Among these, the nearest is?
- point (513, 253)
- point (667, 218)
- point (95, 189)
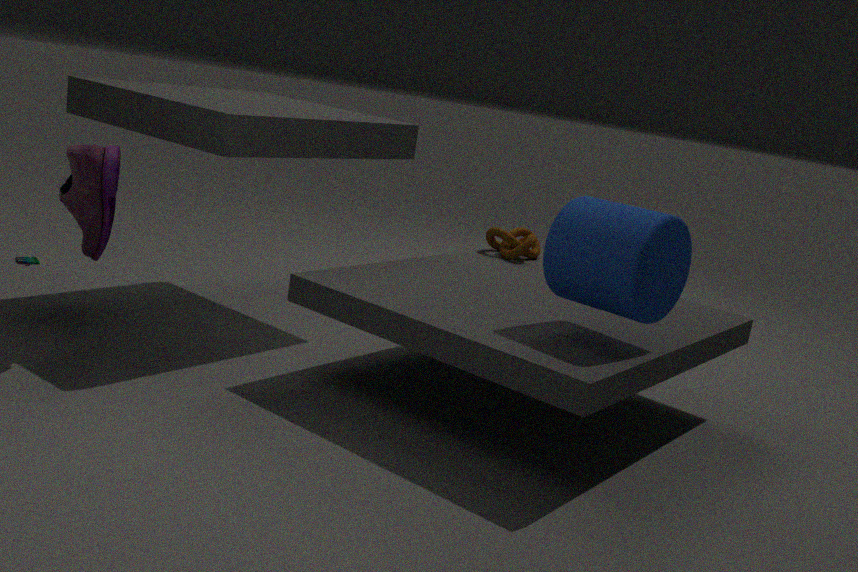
point (667, 218)
